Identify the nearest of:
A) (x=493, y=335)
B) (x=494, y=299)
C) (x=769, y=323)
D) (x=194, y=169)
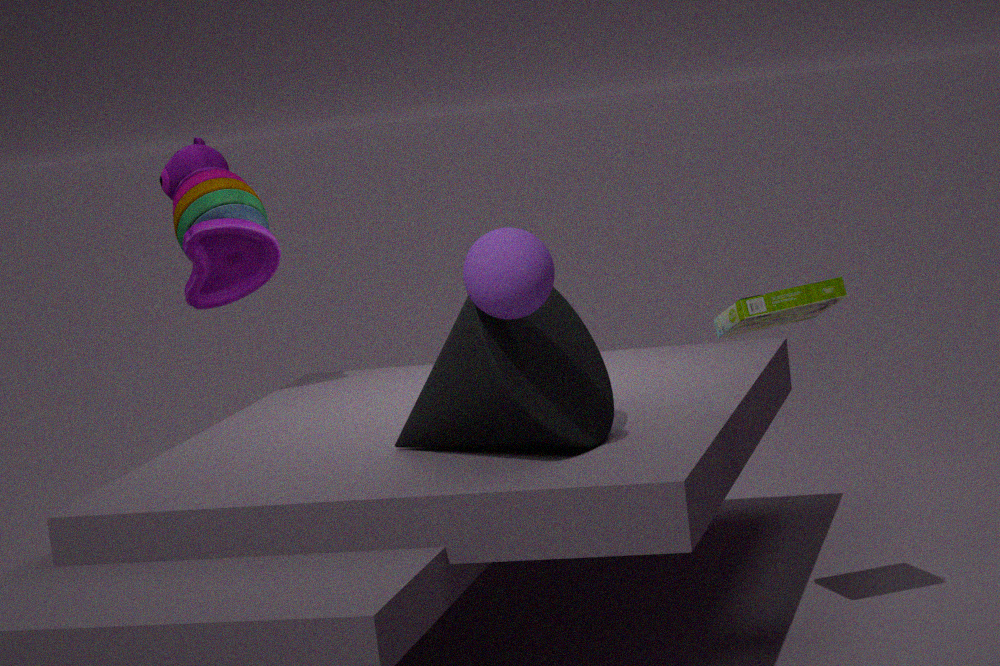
(x=494, y=299)
